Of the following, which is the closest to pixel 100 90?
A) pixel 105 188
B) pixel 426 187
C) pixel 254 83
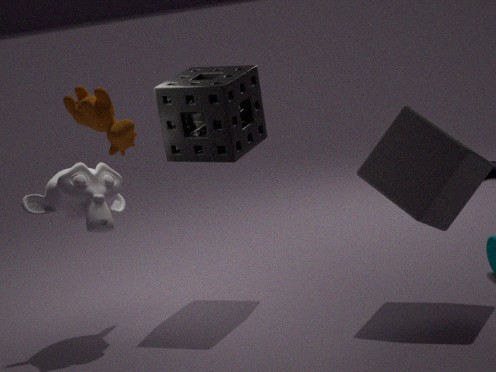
pixel 105 188
